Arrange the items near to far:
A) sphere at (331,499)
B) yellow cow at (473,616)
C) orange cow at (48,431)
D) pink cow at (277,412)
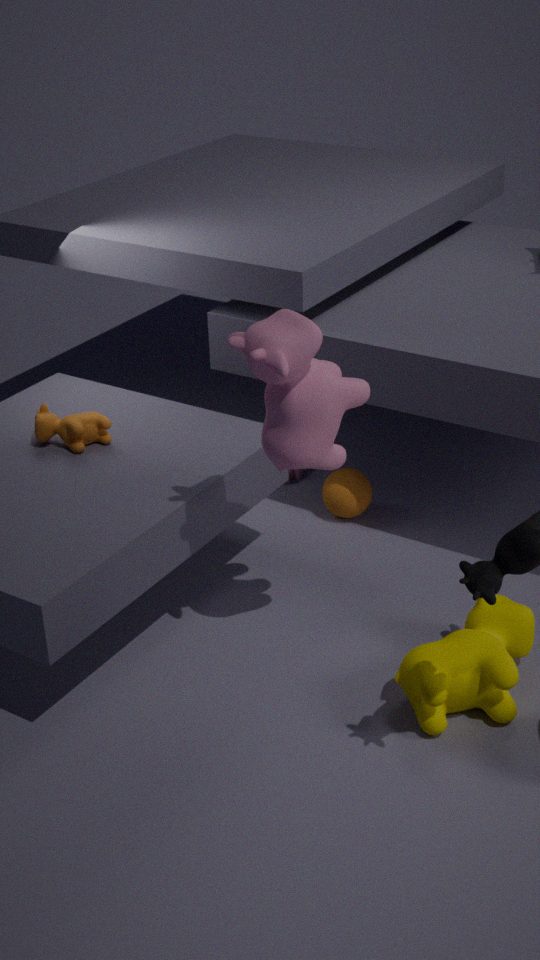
pink cow at (277,412), yellow cow at (473,616), orange cow at (48,431), sphere at (331,499)
